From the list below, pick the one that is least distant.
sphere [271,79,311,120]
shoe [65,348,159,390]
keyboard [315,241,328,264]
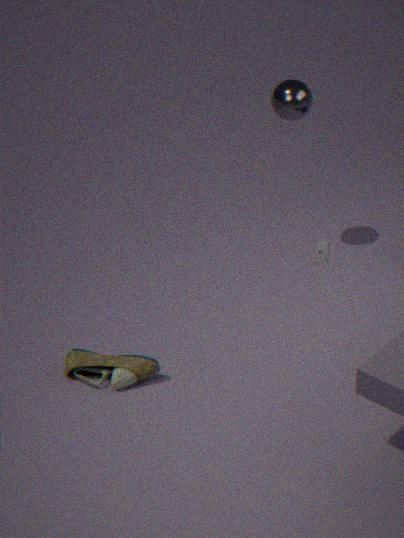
shoe [65,348,159,390]
